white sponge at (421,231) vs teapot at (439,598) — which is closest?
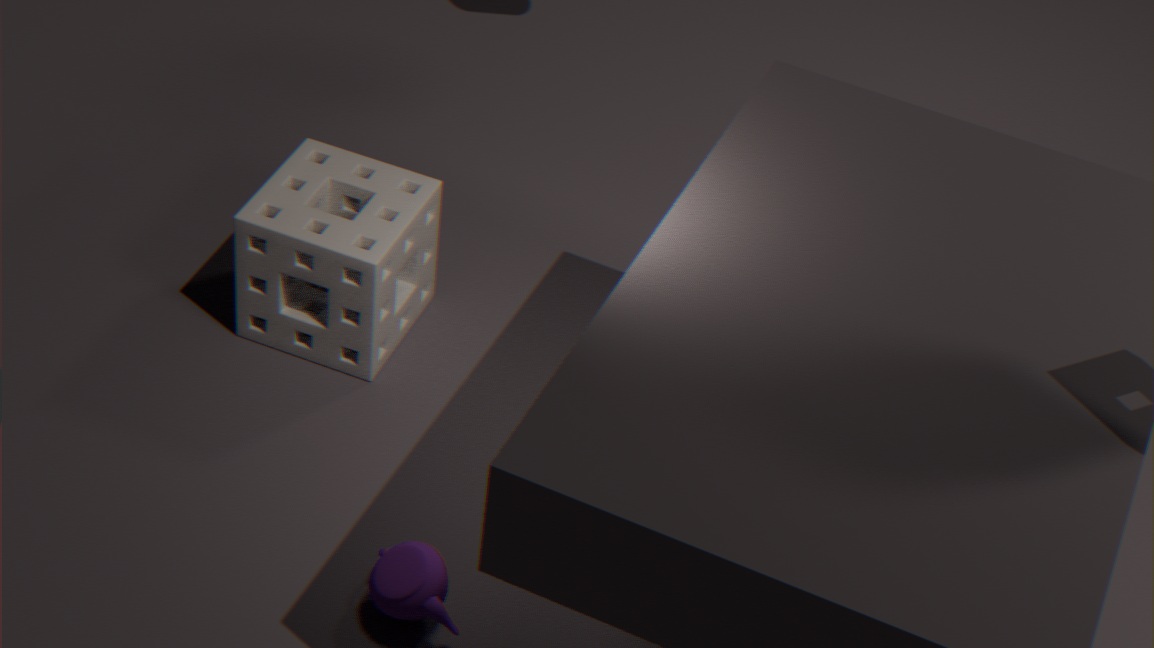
teapot at (439,598)
